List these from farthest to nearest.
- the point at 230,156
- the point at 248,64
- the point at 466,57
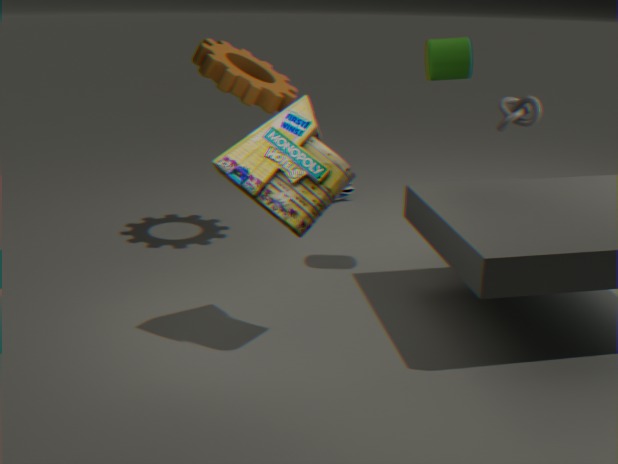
the point at 248,64 < the point at 466,57 < the point at 230,156
